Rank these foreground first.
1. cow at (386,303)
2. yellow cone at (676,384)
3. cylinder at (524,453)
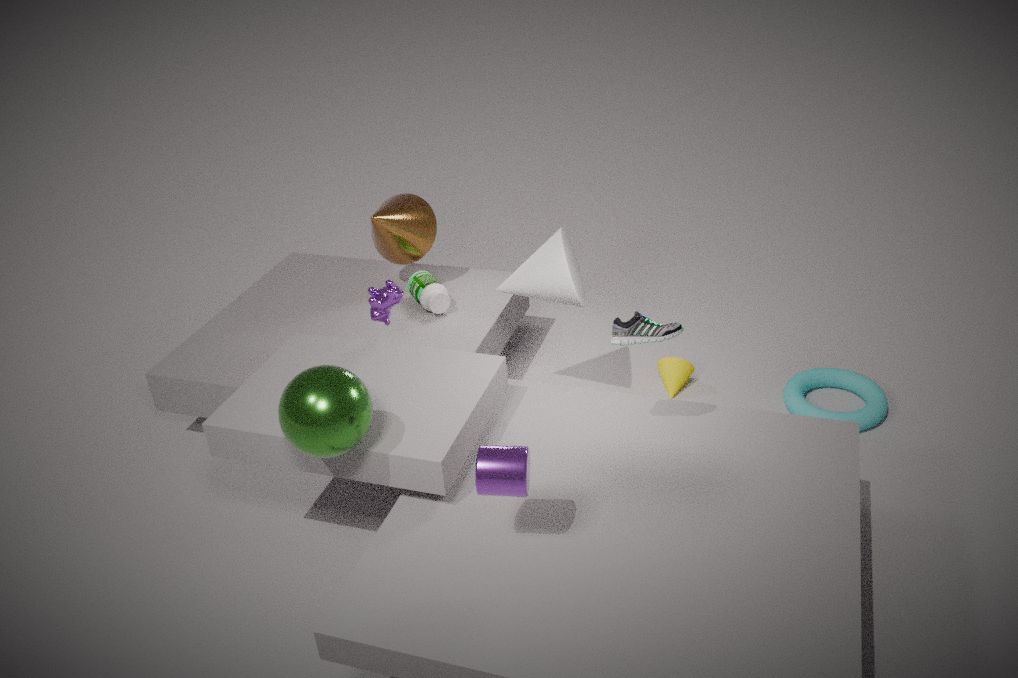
cylinder at (524,453) → cow at (386,303) → yellow cone at (676,384)
